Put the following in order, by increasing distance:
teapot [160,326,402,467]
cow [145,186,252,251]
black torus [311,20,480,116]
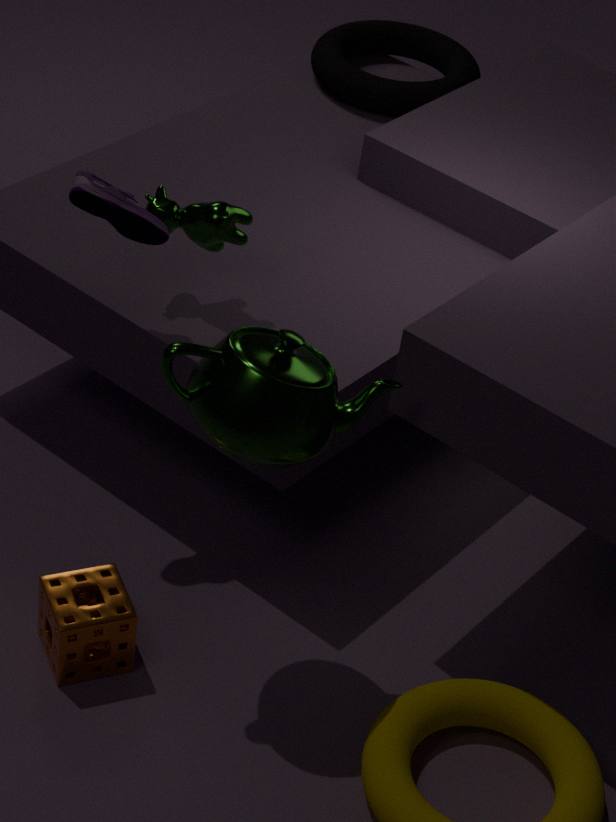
teapot [160,326,402,467] → cow [145,186,252,251] → black torus [311,20,480,116]
